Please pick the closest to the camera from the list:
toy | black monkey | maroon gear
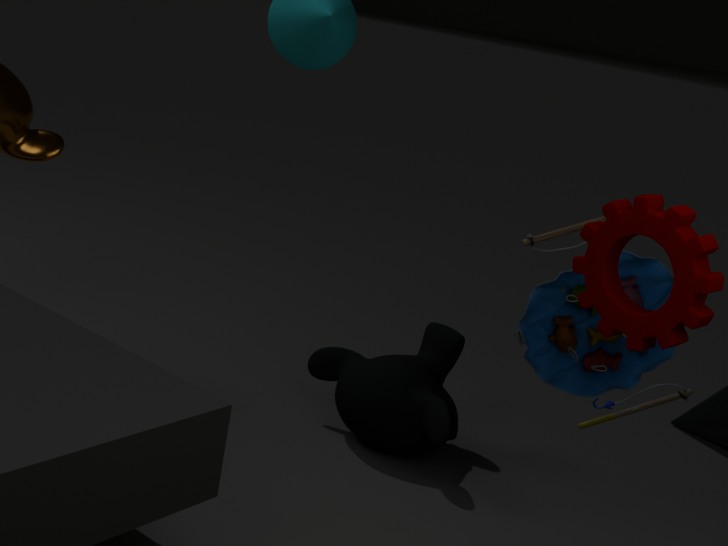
maroon gear
